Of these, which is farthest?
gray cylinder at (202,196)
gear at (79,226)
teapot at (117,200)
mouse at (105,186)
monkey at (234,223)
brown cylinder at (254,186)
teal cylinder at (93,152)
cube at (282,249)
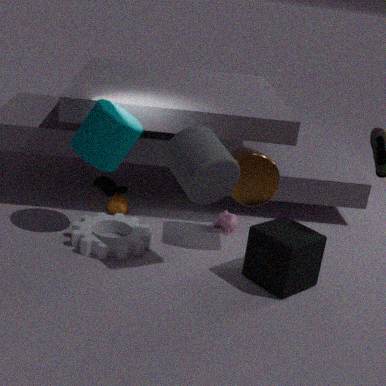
mouse at (105,186)
